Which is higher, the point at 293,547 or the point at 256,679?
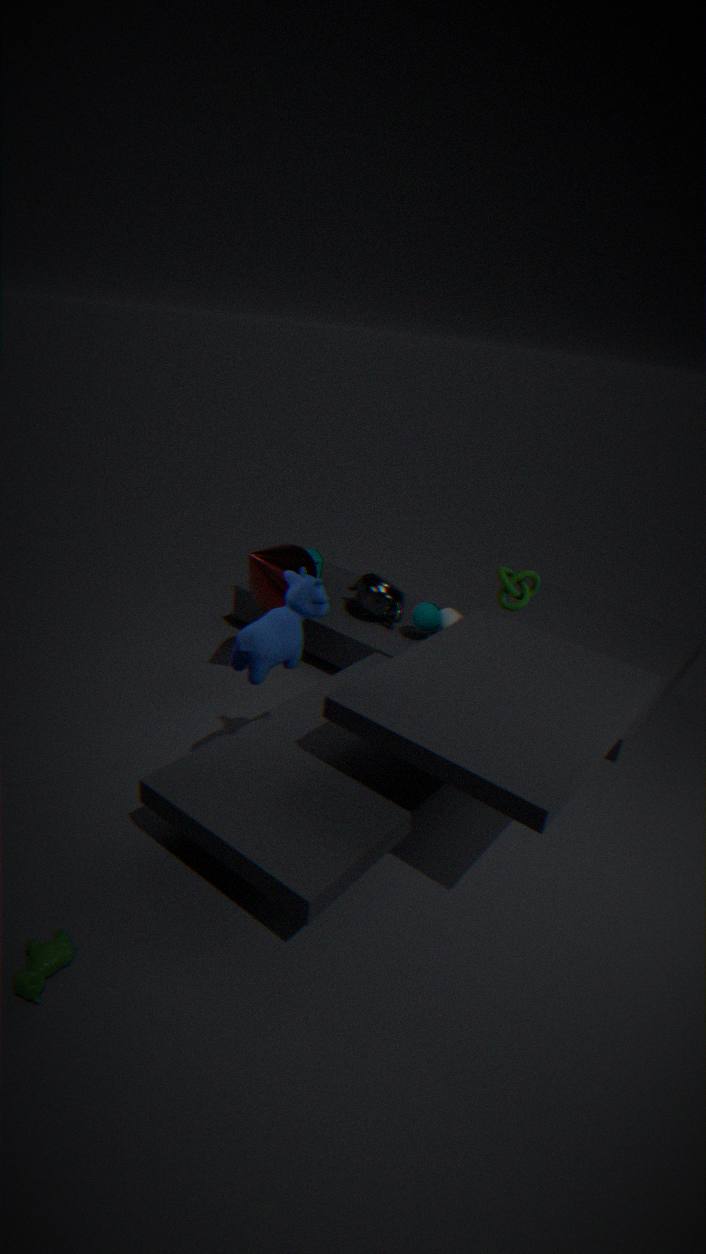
the point at 256,679
